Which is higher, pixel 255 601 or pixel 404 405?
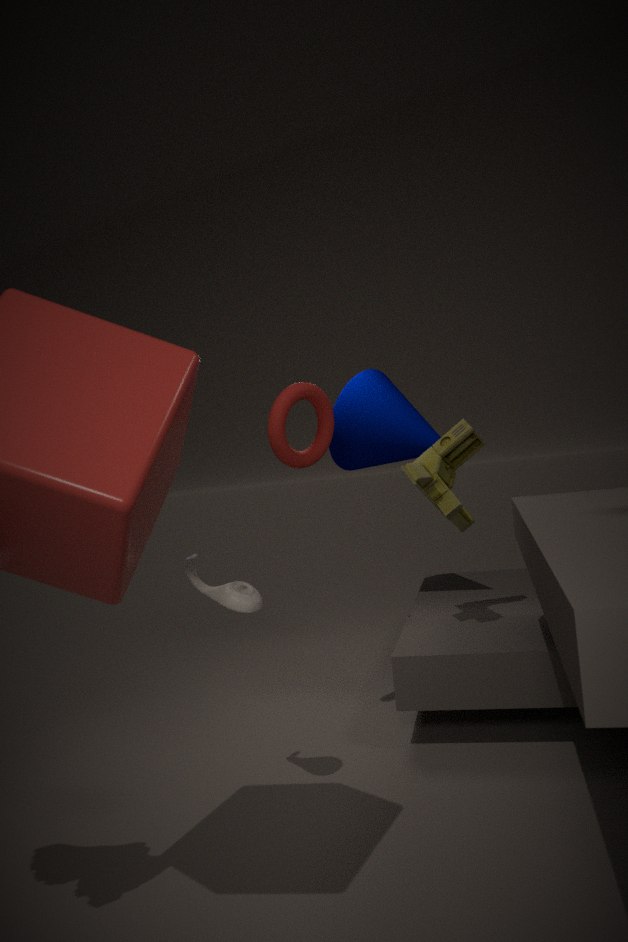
pixel 404 405
